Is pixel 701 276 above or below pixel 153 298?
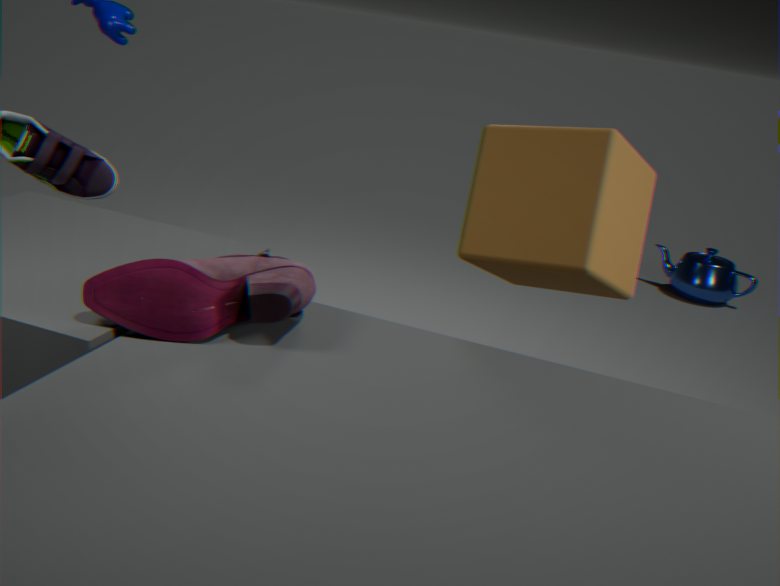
below
